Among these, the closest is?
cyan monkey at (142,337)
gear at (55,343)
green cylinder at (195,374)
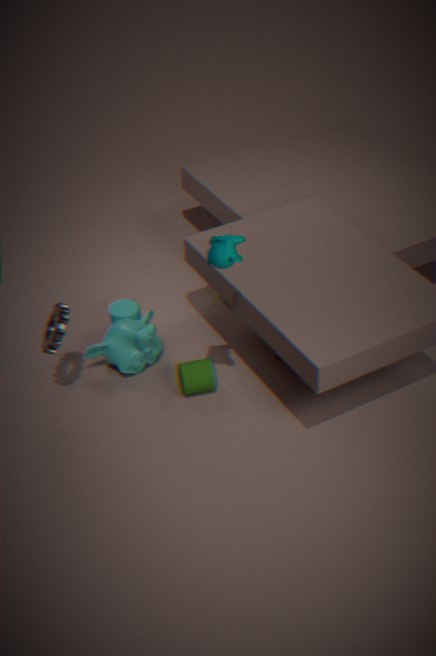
gear at (55,343)
